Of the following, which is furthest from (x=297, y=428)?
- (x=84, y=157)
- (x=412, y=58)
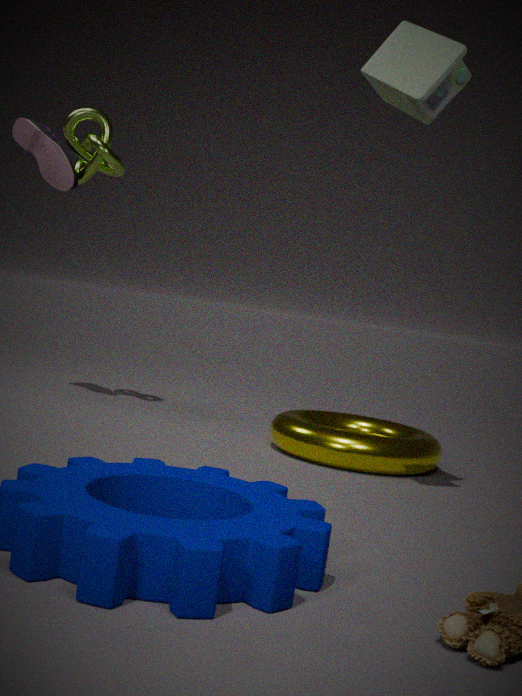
(x=84, y=157)
